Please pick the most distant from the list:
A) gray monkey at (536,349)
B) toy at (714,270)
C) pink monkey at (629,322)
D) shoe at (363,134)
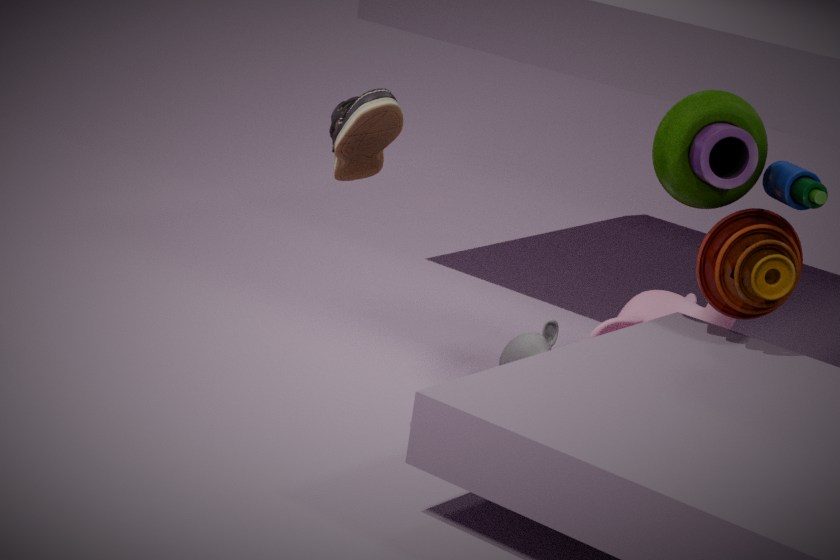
pink monkey at (629,322)
